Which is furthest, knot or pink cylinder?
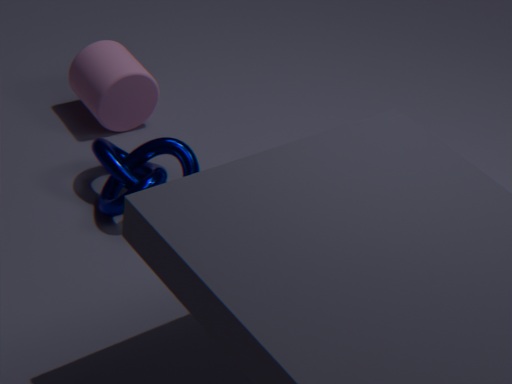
pink cylinder
